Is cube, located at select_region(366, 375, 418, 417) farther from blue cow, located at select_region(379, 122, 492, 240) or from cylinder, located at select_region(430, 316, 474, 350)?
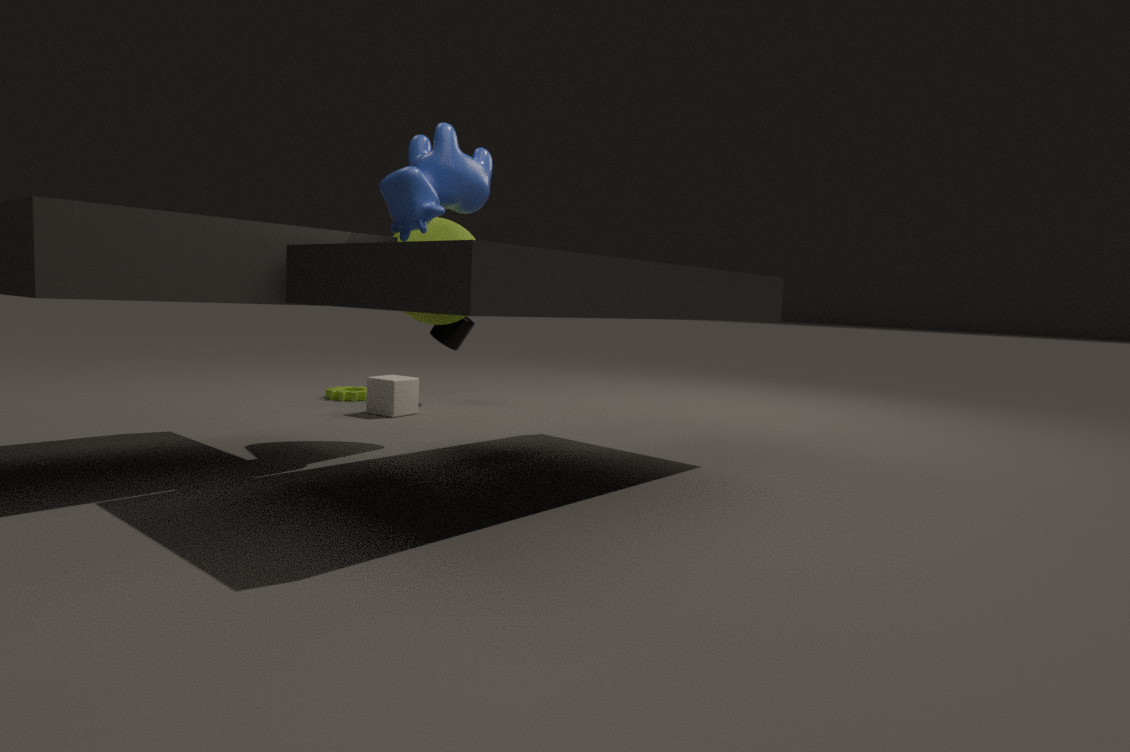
blue cow, located at select_region(379, 122, 492, 240)
